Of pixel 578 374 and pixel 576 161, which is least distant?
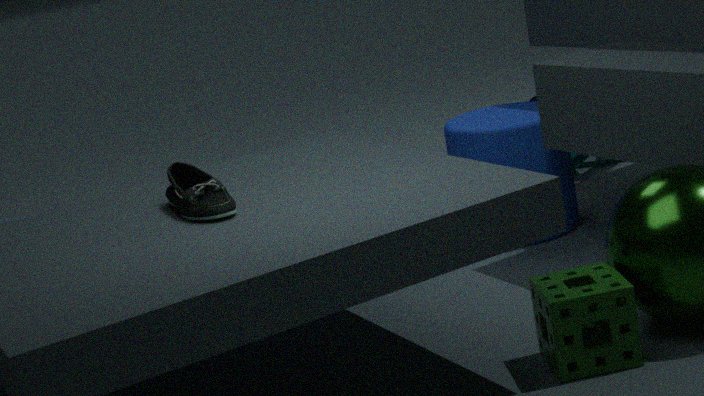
pixel 578 374
